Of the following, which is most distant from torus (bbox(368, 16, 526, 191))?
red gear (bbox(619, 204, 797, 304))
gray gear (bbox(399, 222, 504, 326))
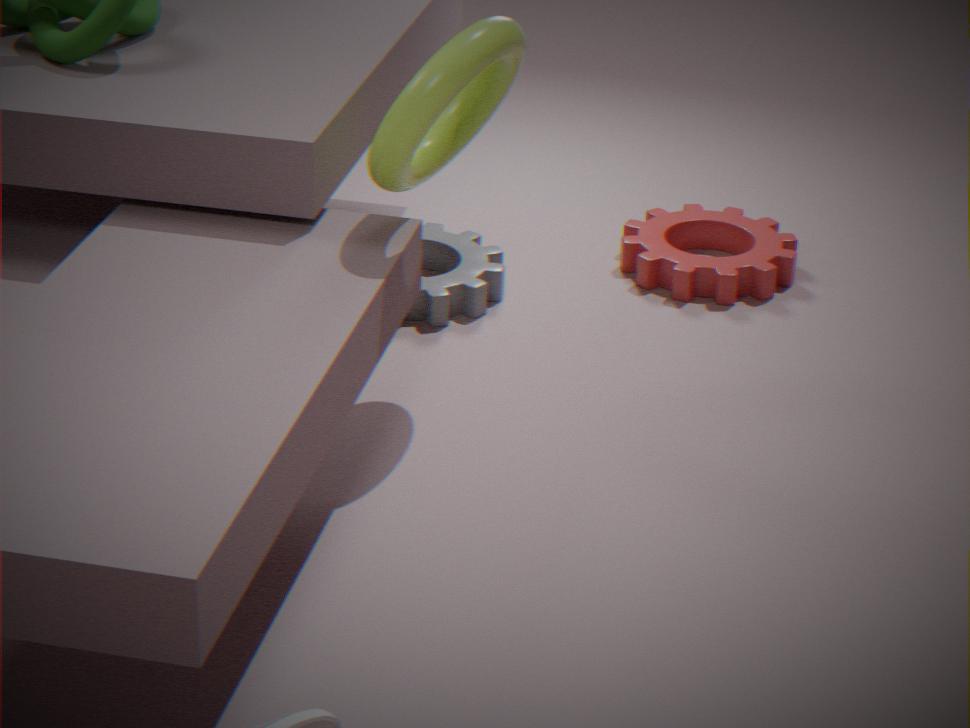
Answer: red gear (bbox(619, 204, 797, 304))
